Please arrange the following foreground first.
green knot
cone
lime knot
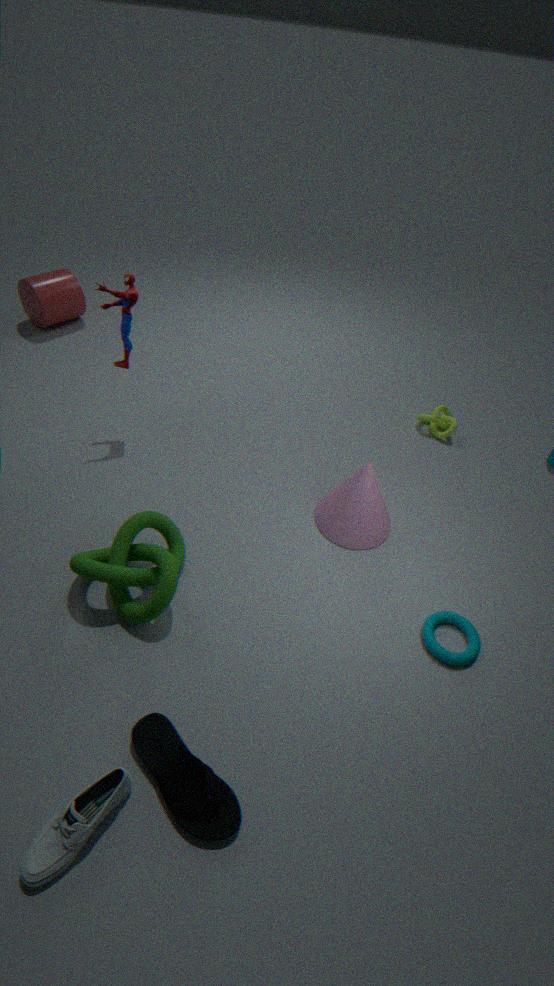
green knot
cone
lime knot
